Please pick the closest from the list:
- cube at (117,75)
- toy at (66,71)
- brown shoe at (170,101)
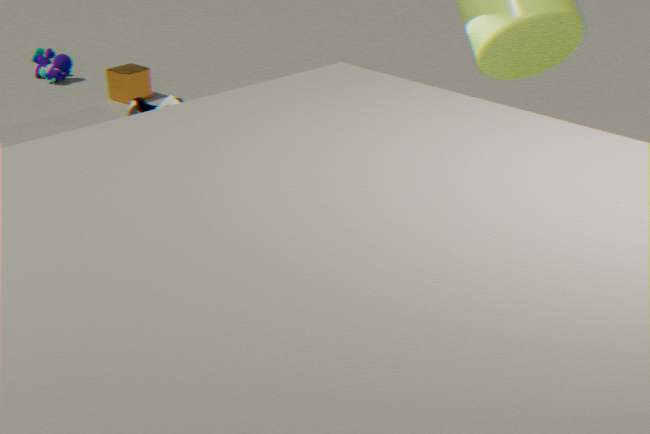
brown shoe at (170,101)
